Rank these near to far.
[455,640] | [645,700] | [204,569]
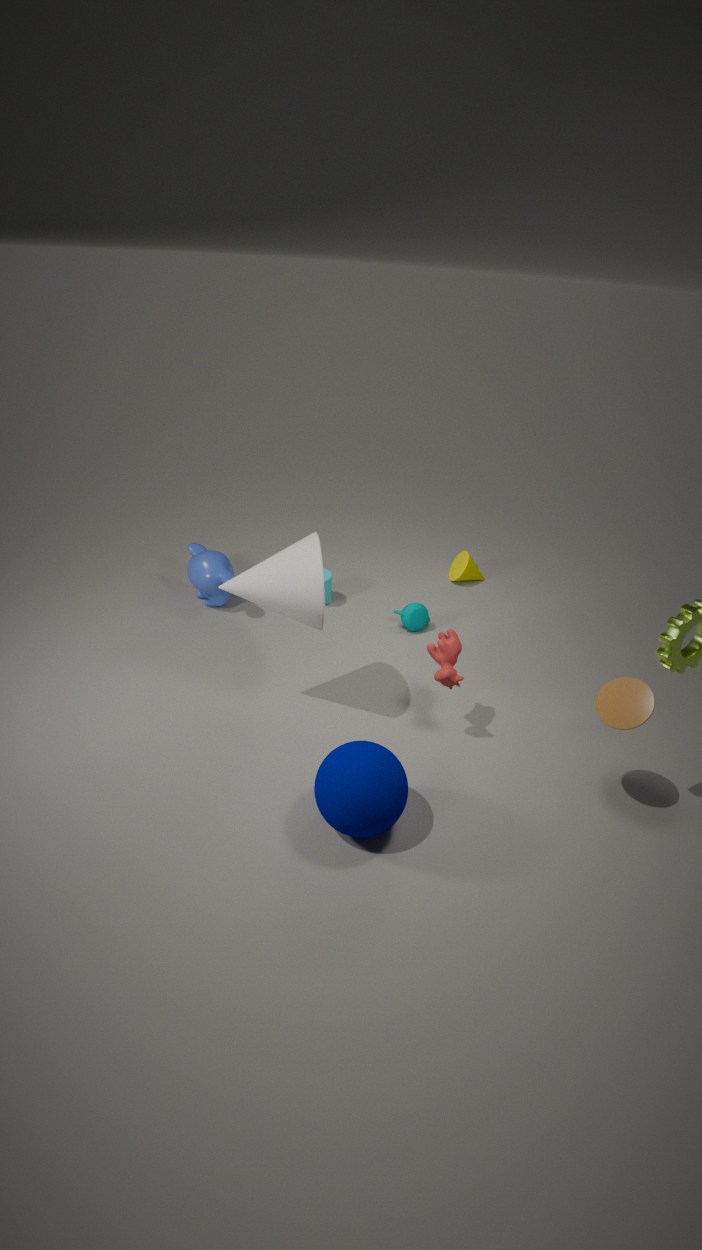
[645,700], [455,640], [204,569]
